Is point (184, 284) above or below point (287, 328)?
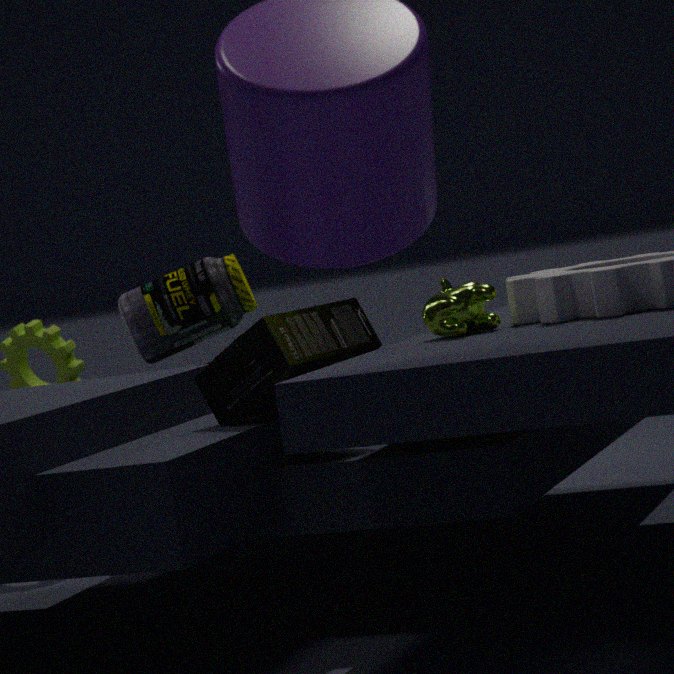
above
